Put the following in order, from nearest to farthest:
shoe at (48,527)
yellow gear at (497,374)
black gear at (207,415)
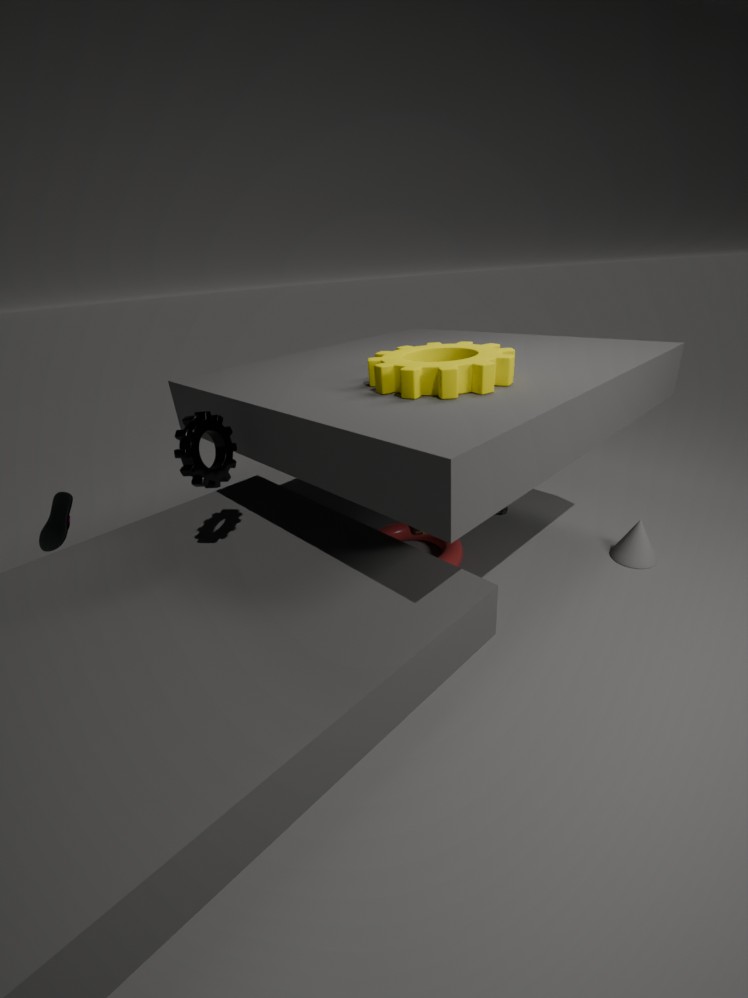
yellow gear at (497,374), black gear at (207,415), shoe at (48,527)
